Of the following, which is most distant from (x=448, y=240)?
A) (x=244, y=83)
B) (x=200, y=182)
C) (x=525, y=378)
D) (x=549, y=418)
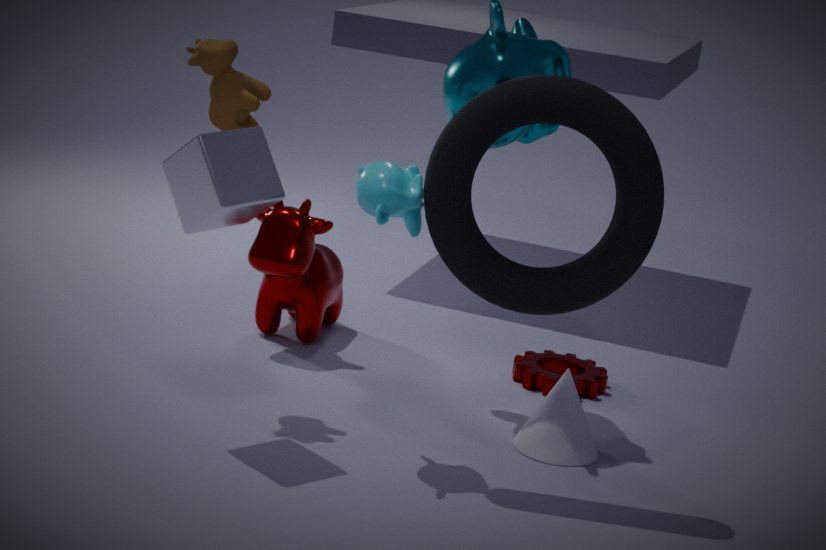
(x=525, y=378)
